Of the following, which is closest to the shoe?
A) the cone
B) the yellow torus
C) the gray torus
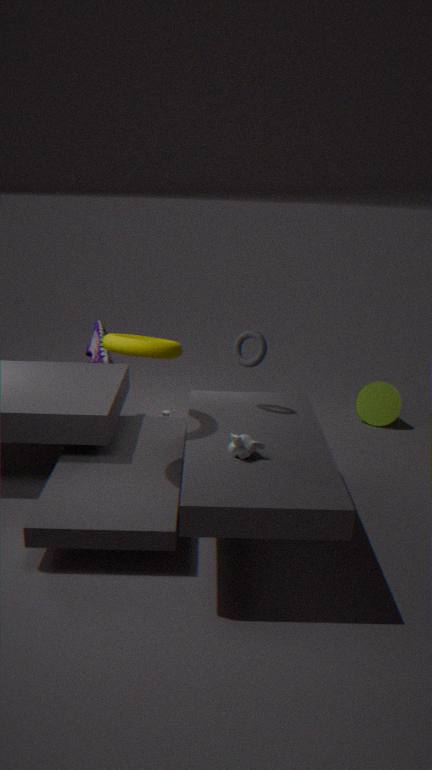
the yellow torus
